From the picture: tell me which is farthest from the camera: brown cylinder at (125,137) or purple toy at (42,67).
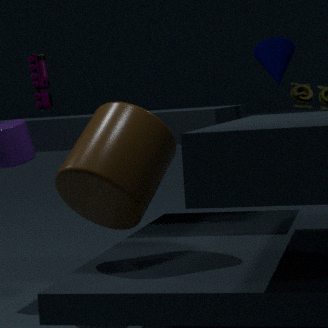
purple toy at (42,67)
